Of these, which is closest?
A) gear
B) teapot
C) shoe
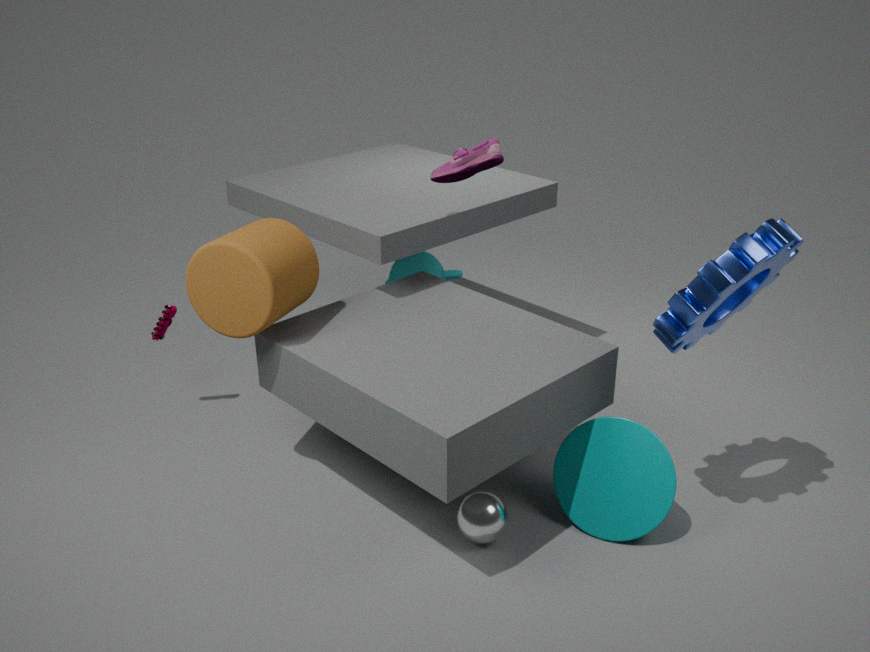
A. gear
